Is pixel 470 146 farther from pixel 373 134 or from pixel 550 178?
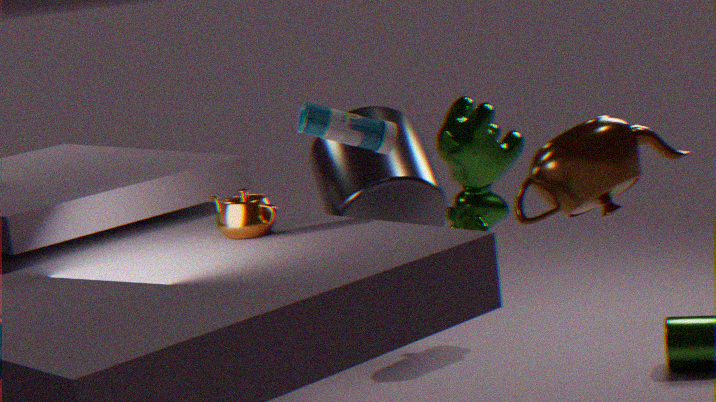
pixel 373 134
